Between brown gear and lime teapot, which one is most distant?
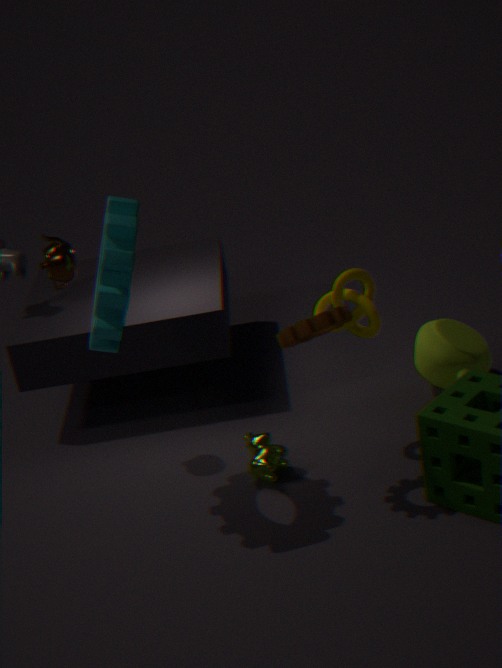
lime teapot
